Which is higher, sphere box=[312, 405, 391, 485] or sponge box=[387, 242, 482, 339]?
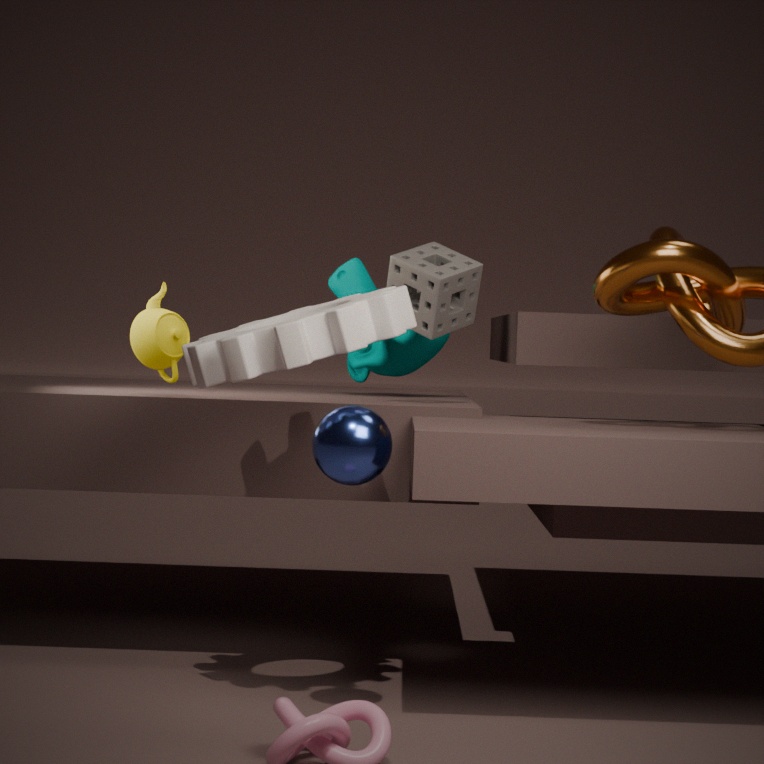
sponge box=[387, 242, 482, 339]
